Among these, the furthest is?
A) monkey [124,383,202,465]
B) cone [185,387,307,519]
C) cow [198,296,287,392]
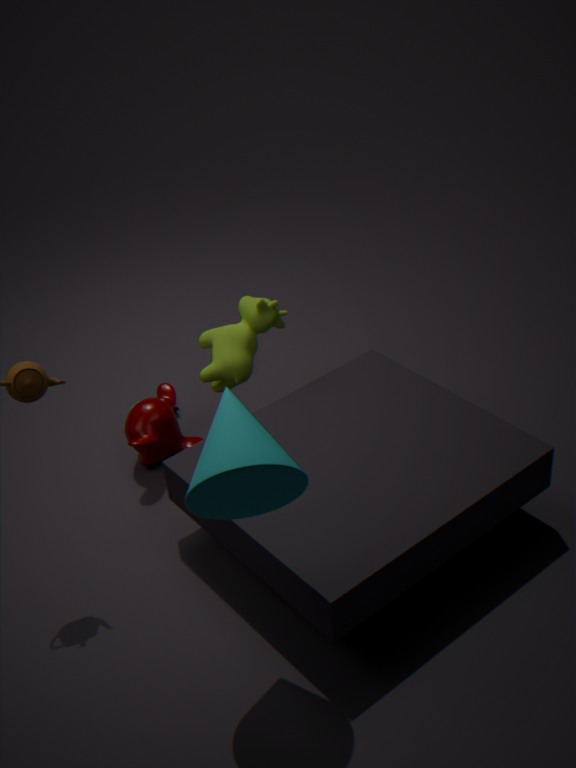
monkey [124,383,202,465]
